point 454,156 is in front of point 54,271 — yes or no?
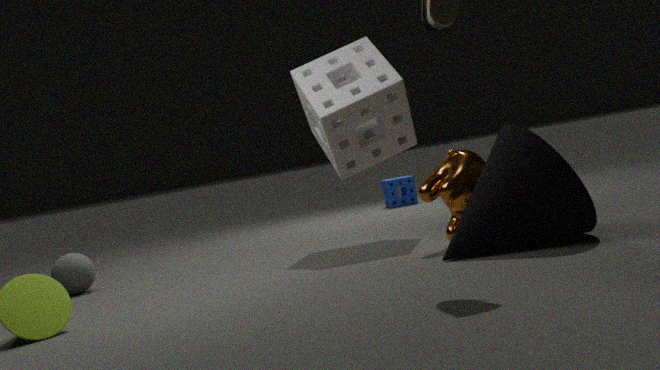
Yes
